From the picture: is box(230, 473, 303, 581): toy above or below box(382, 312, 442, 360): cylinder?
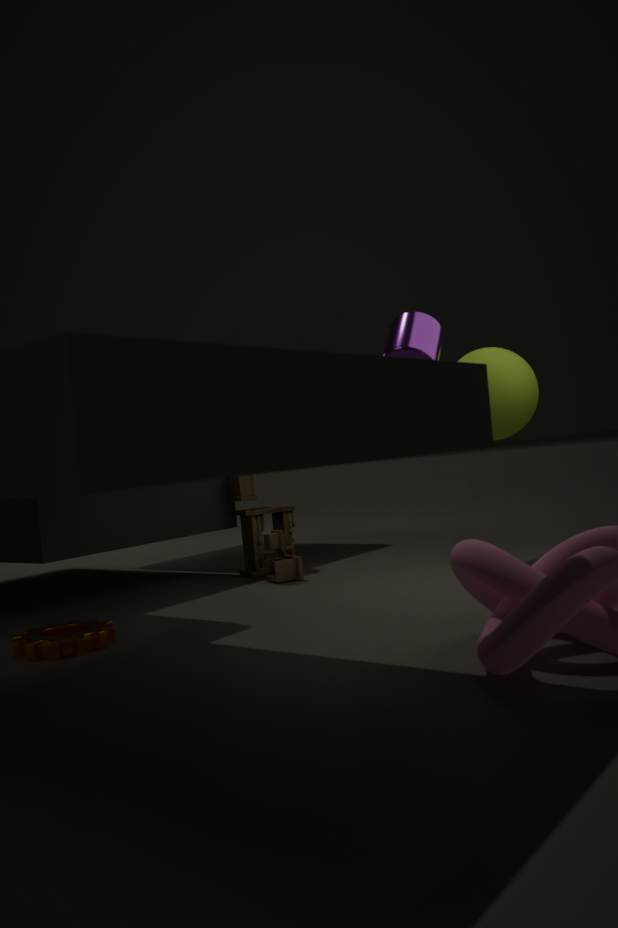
Answer: below
